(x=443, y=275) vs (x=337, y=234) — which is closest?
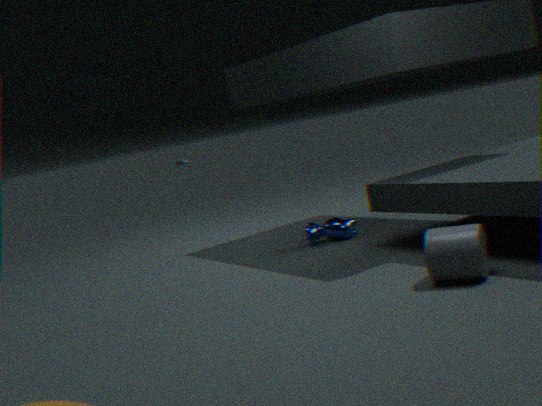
(x=443, y=275)
